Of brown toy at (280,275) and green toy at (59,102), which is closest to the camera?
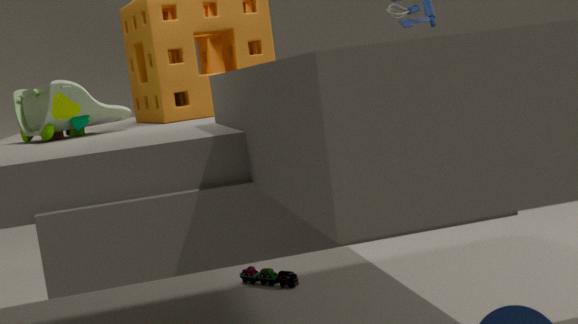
green toy at (59,102)
